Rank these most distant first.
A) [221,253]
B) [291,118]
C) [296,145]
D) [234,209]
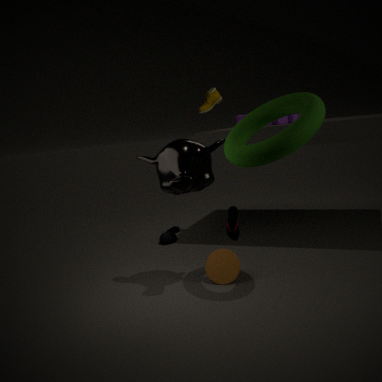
[291,118], [221,253], [234,209], [296,145]
